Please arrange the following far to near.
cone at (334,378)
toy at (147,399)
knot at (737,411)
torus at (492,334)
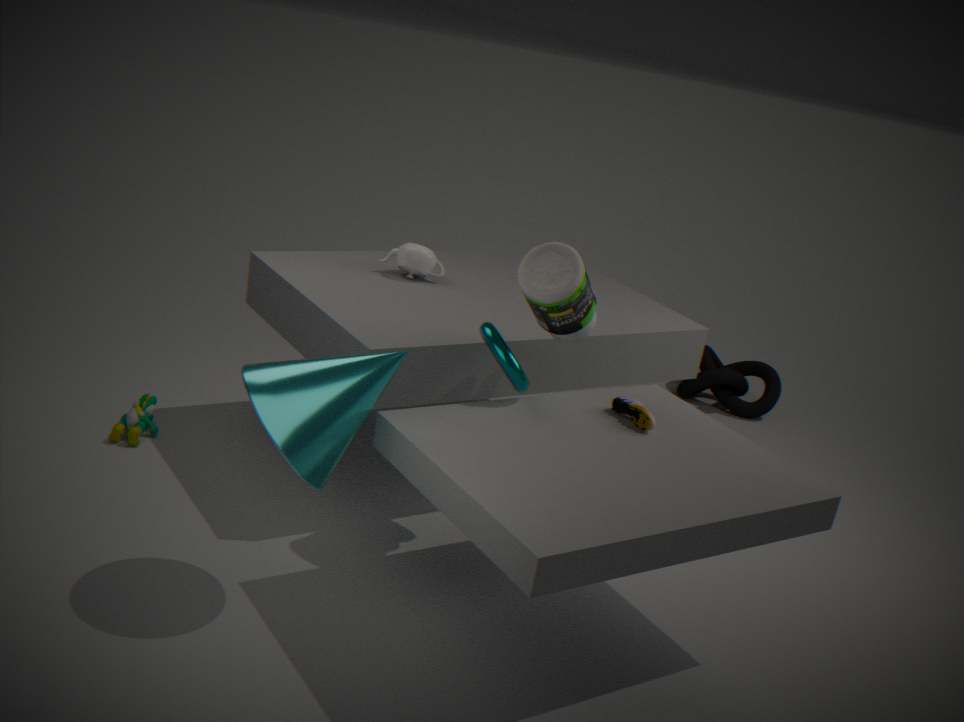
knot at (737,411) → toy at (147,399) → torus at (492,334) → cone at (334,378)
